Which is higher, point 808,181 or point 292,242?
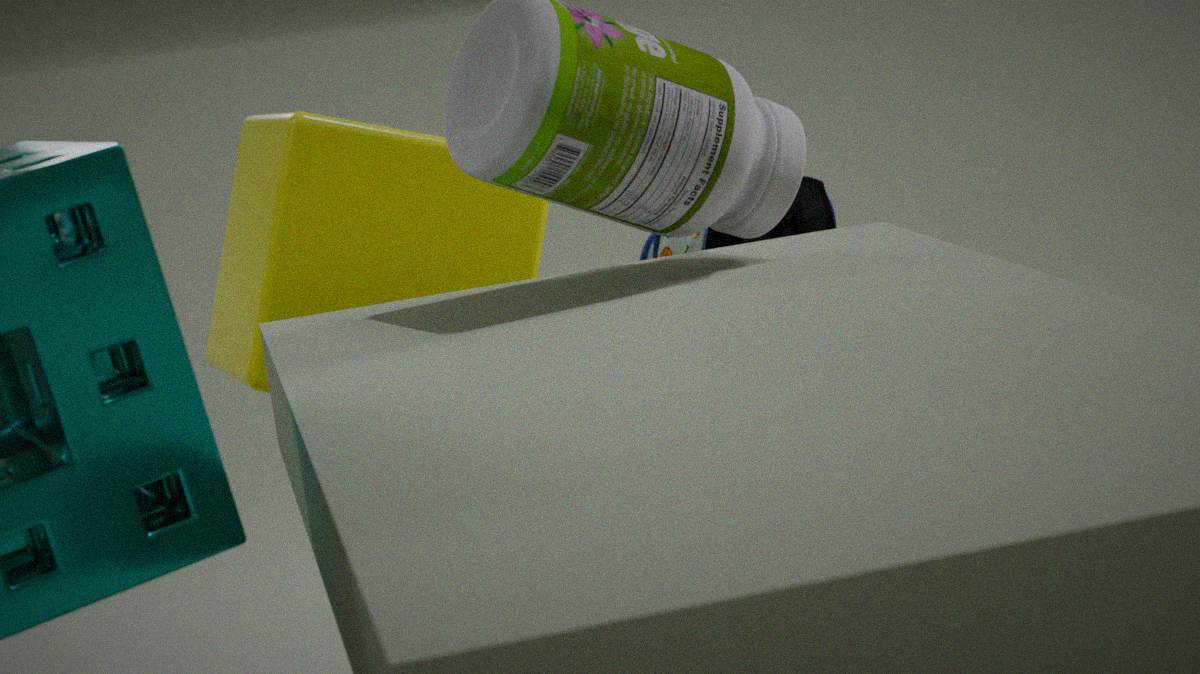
point 292,242
